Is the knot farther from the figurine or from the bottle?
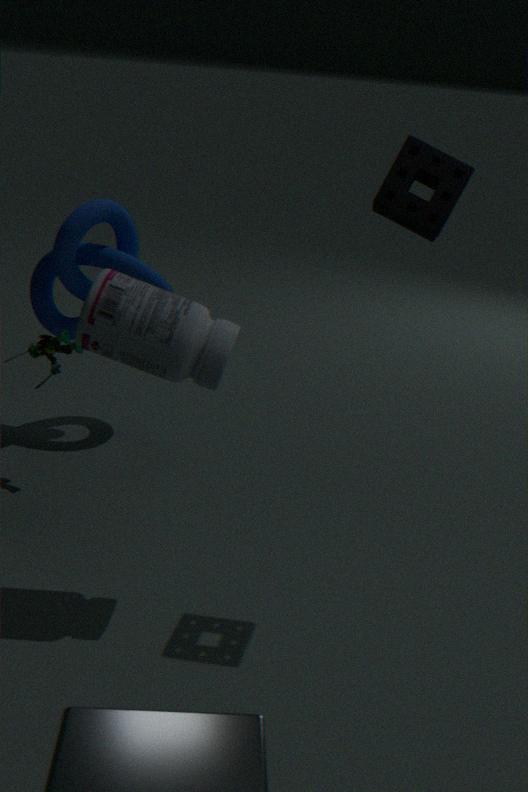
the bottle
